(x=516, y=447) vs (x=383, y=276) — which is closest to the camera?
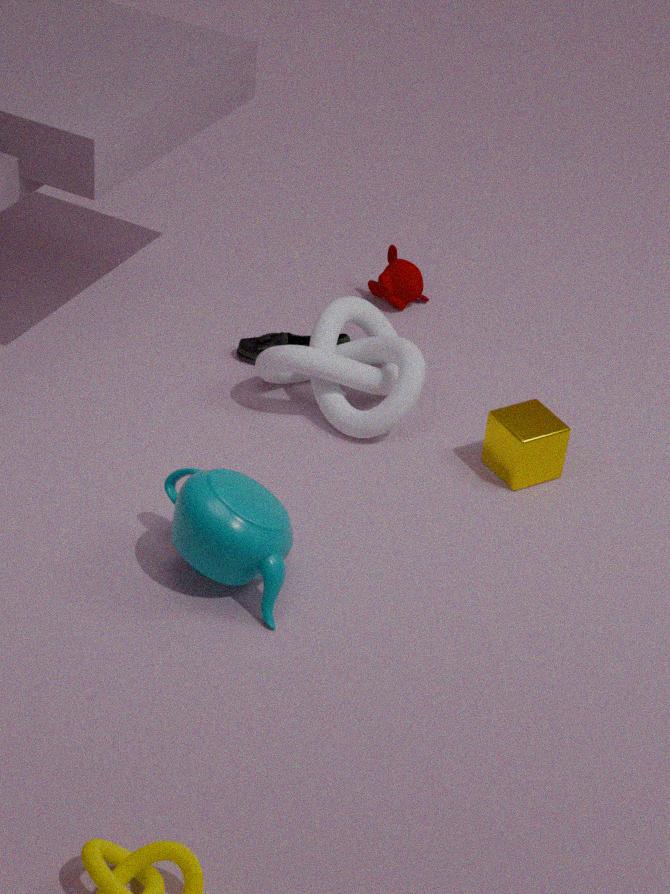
(x=516, y=447)
